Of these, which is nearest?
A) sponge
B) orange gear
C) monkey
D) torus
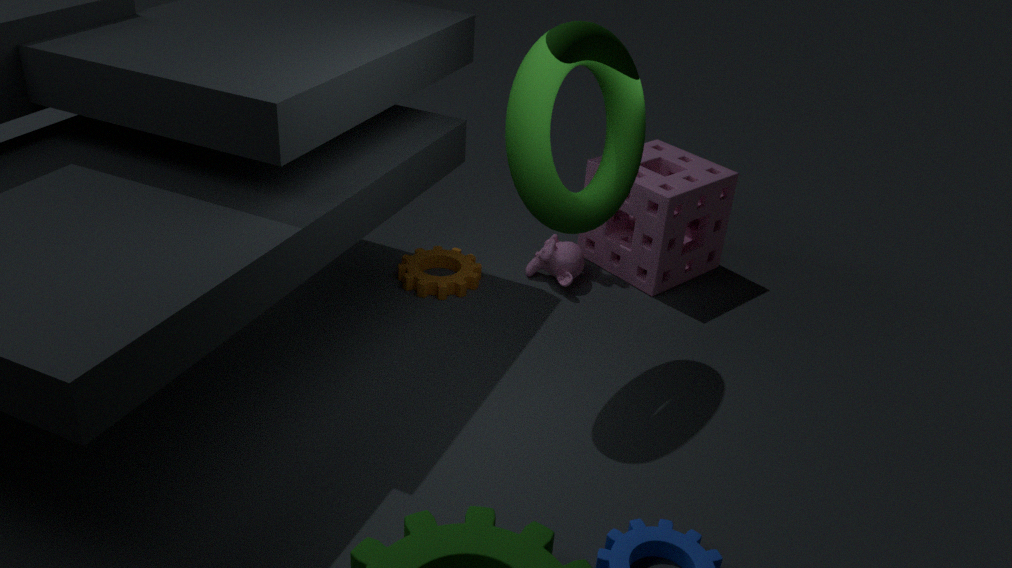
torus
